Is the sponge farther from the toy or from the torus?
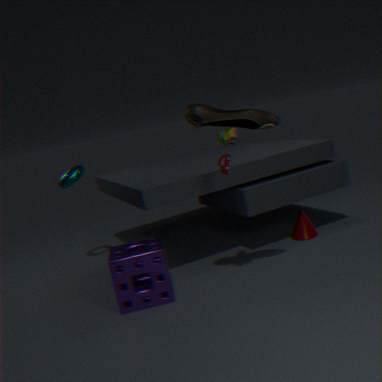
the torus
